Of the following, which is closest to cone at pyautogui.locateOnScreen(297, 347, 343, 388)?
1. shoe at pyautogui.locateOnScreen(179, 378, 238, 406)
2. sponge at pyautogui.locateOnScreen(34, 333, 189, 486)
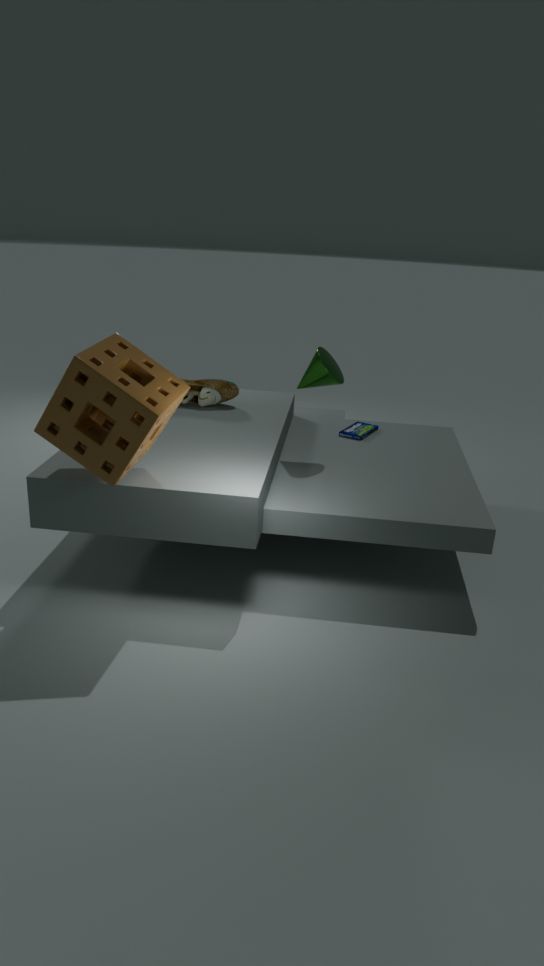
shoe at pyautogui.locateOnScreen(179, 378, 238, 406)
